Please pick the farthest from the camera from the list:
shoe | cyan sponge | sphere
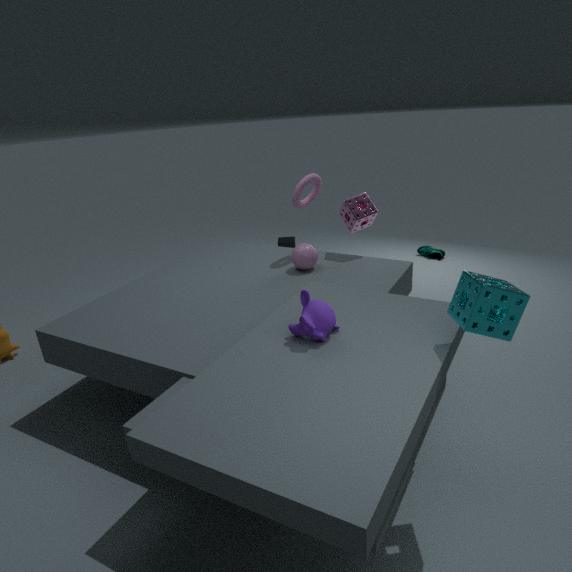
shoe
